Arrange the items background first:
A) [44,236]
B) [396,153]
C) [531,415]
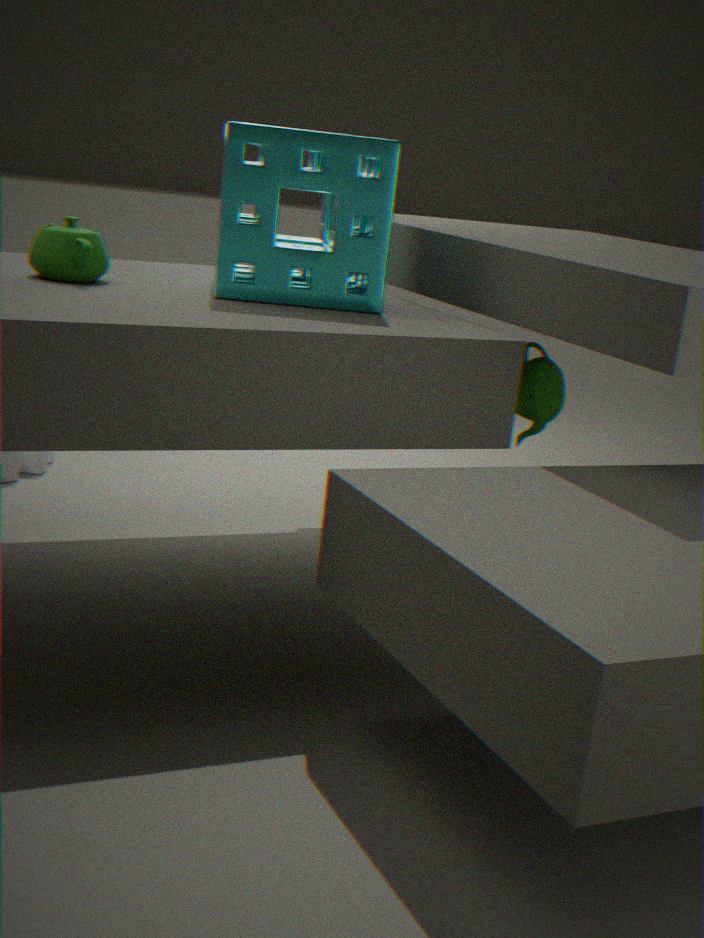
[531,415], [44,236], [396,153]
